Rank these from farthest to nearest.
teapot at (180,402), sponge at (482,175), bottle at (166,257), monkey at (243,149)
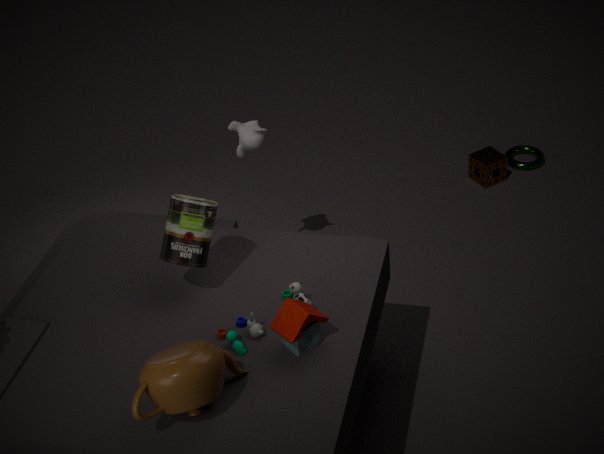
sponge at (482,175), monkey at (243,149), bottle at (166,257), teapot at (180,402)
